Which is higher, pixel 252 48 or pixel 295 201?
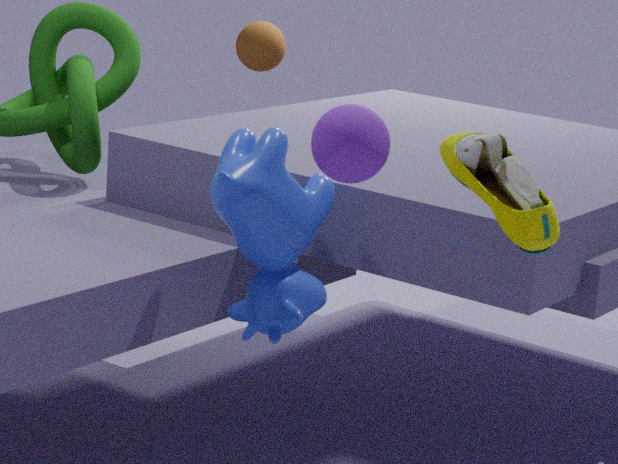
pixel 252 48
